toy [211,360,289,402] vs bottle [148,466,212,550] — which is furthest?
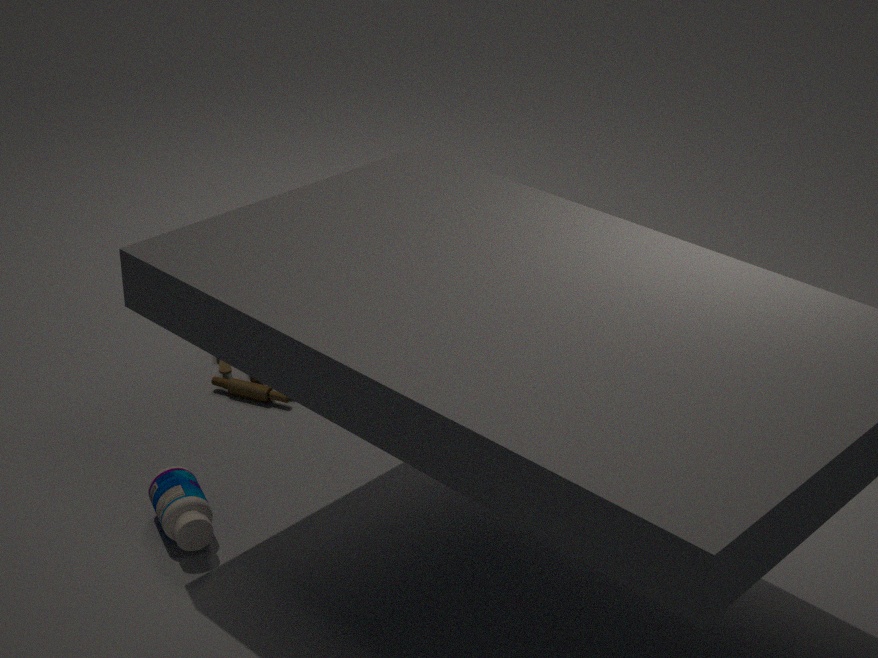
toy [211,360,289,402]
